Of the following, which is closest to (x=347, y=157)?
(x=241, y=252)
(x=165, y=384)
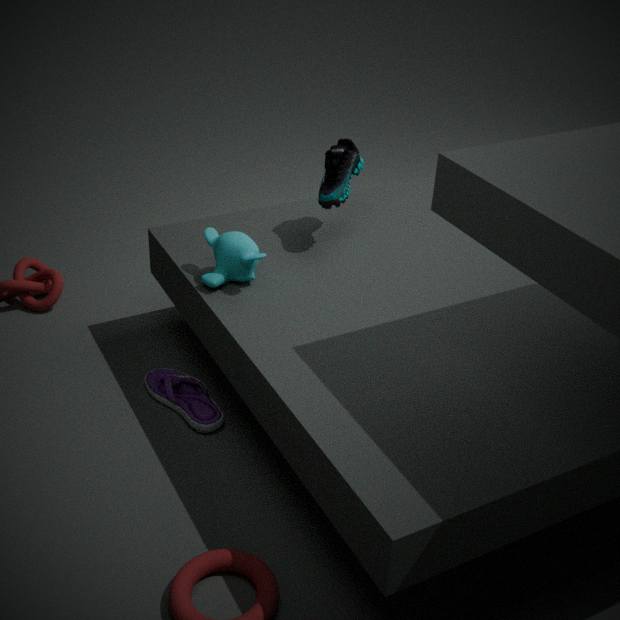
(x=241, y=252)
